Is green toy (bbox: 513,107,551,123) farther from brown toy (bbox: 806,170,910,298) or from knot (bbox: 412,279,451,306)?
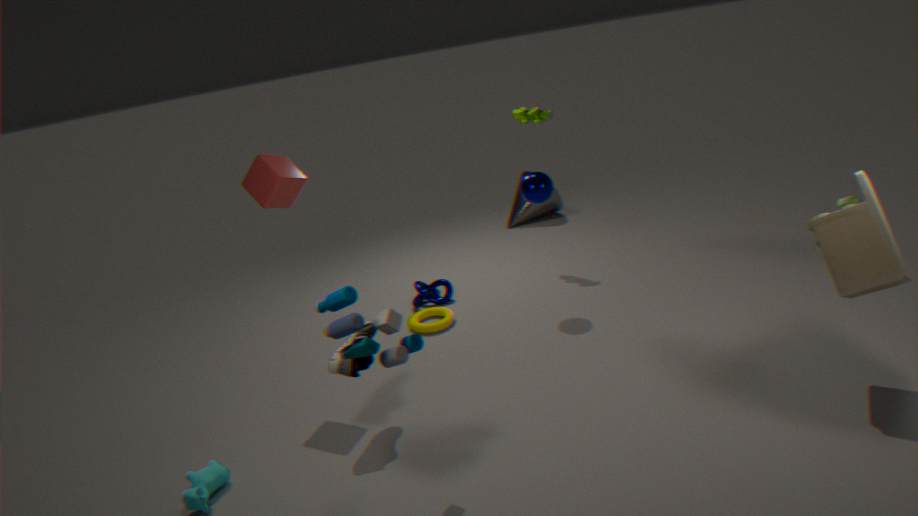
brown toy (bbox: 806,170,910,298)
